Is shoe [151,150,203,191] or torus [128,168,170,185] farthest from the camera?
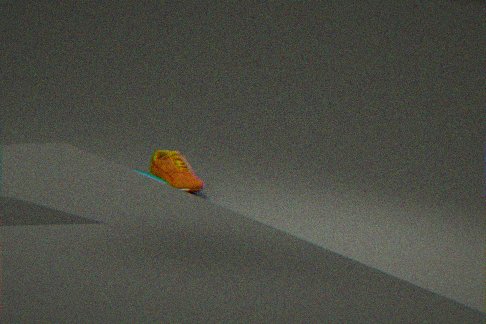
shoe [151,150,203,191]
